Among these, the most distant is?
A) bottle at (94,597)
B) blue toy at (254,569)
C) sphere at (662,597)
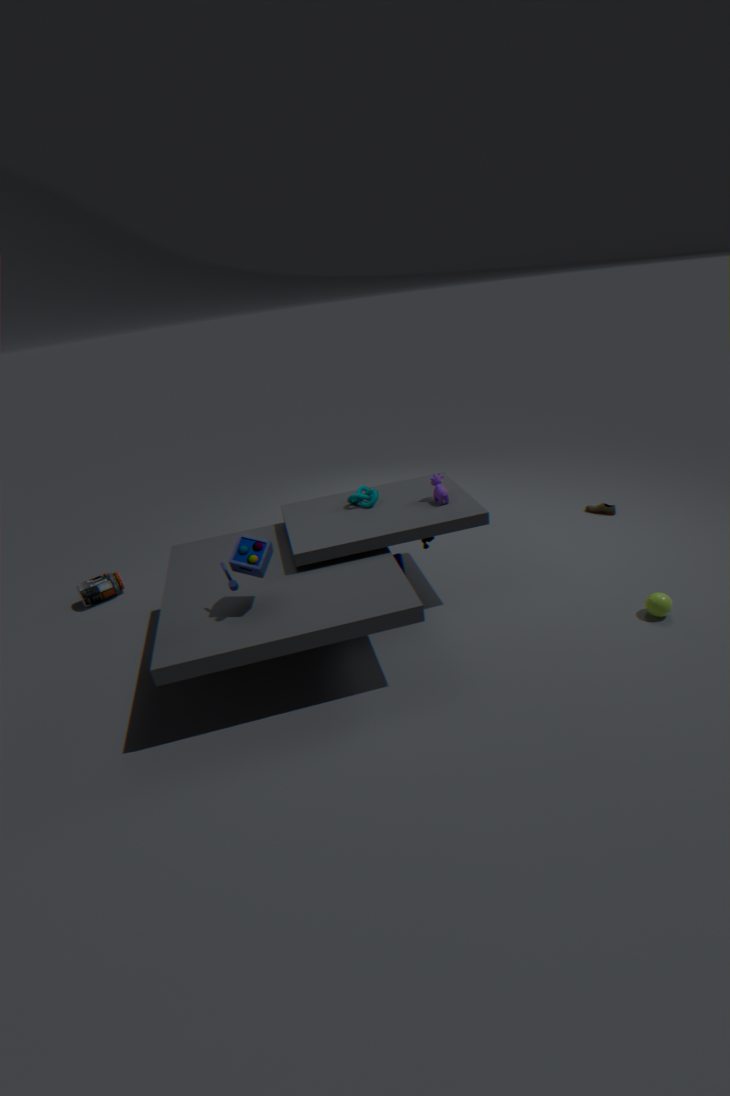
bottle at (94,597)
